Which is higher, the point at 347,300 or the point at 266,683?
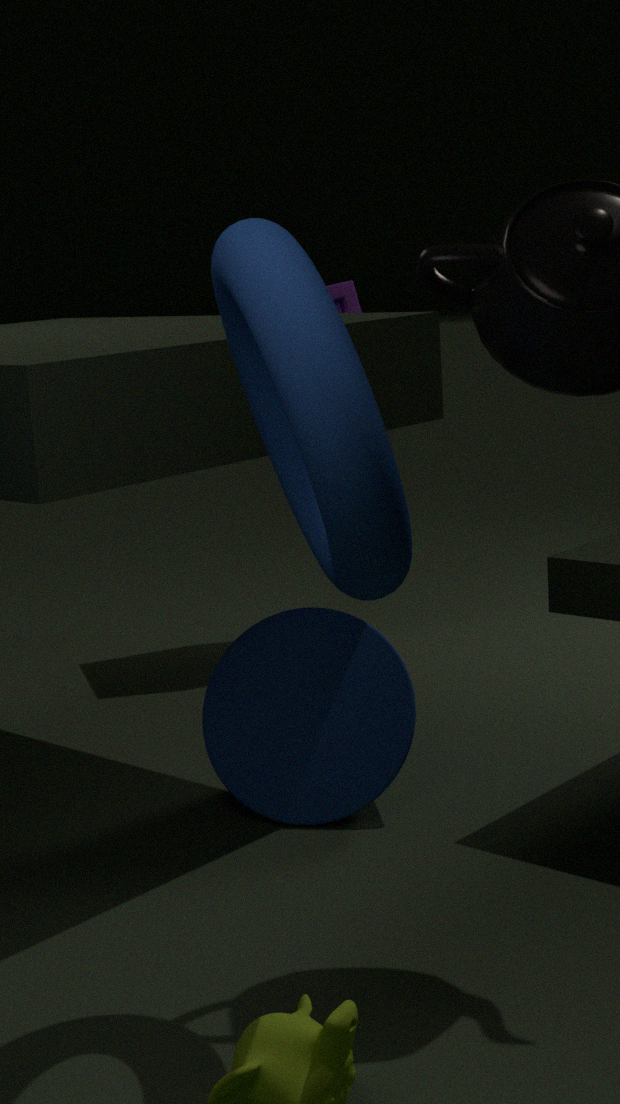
the point at 347,300
